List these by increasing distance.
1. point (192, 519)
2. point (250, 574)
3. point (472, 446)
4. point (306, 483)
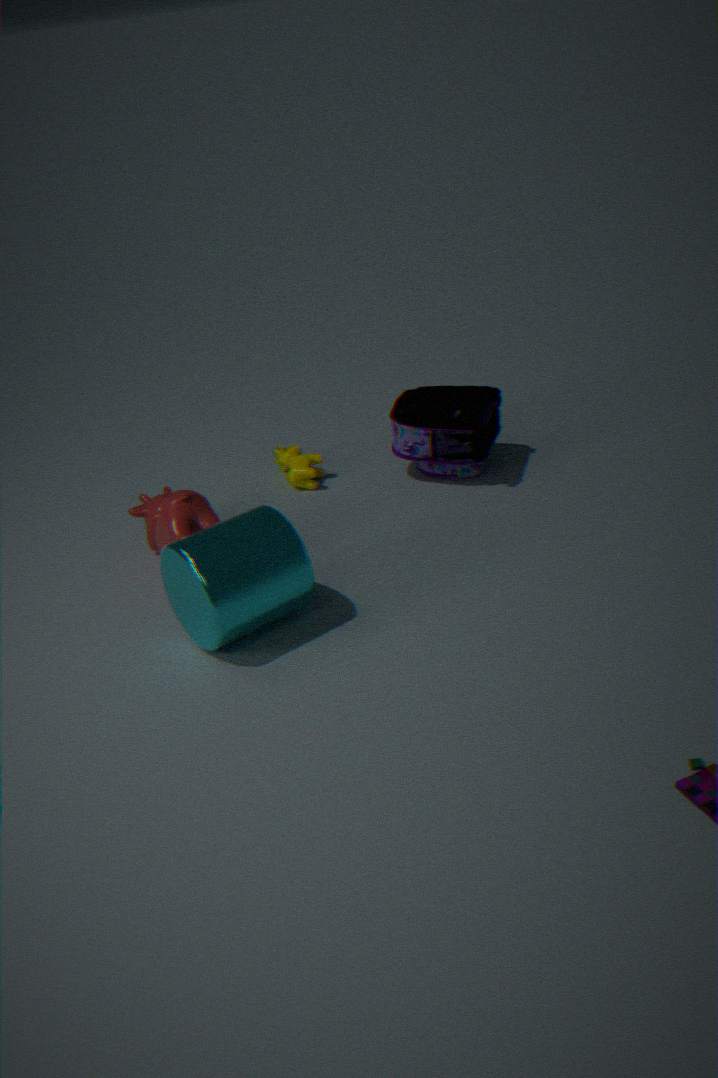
1. point (250, 574)
2. point (192, 519)
3. point (472, 446)
4. point (306, 483)
